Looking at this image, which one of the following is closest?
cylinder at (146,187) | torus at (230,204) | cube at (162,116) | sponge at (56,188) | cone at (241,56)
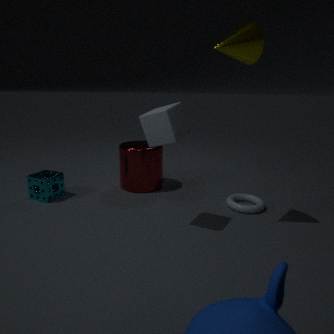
cone at (241,56)
